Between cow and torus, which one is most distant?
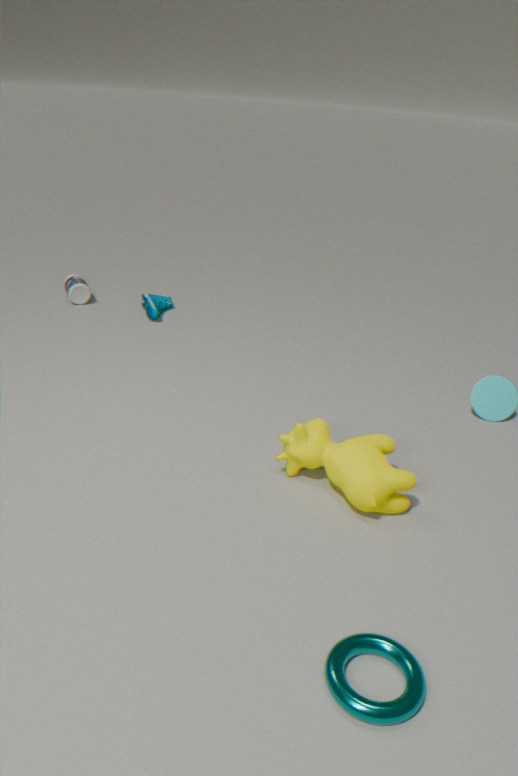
cow
